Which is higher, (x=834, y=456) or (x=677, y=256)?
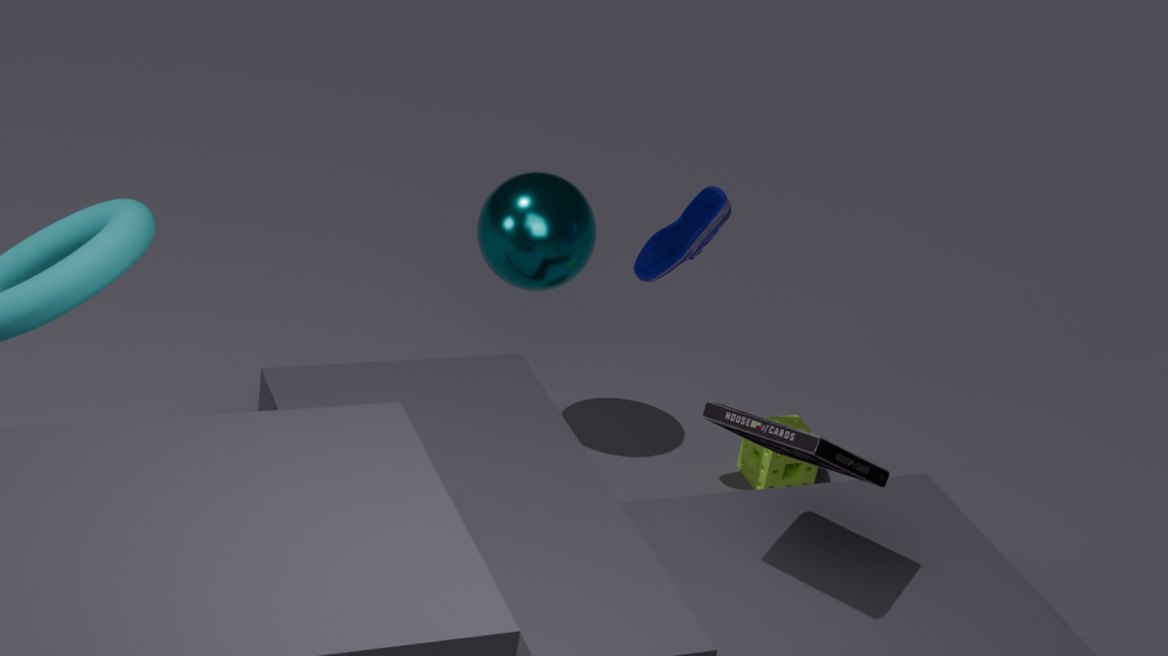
(x=677, y=256)
